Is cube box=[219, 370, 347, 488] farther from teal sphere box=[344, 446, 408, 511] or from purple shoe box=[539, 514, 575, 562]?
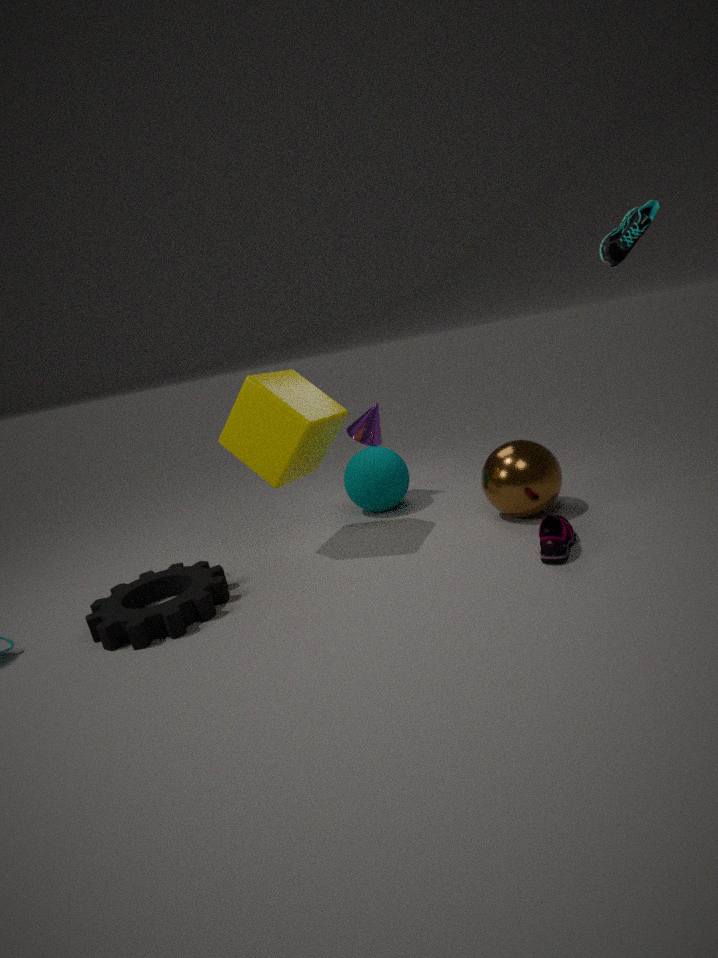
purple shoe box=[539, 514, 575, 562]
